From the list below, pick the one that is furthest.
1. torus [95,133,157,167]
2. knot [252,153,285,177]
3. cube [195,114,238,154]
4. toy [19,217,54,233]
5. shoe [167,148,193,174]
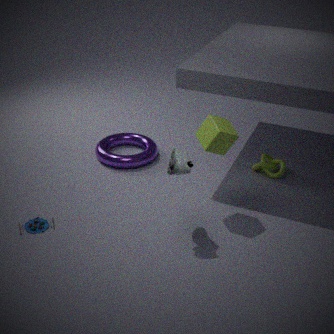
torus [95,133,157,167]
